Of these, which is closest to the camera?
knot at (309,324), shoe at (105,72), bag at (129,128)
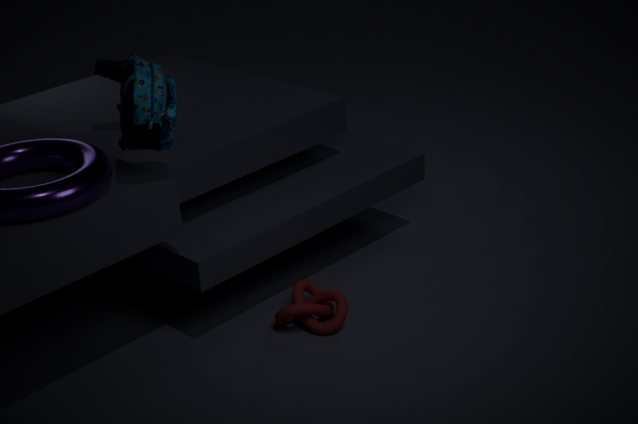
bag at (129,128)
